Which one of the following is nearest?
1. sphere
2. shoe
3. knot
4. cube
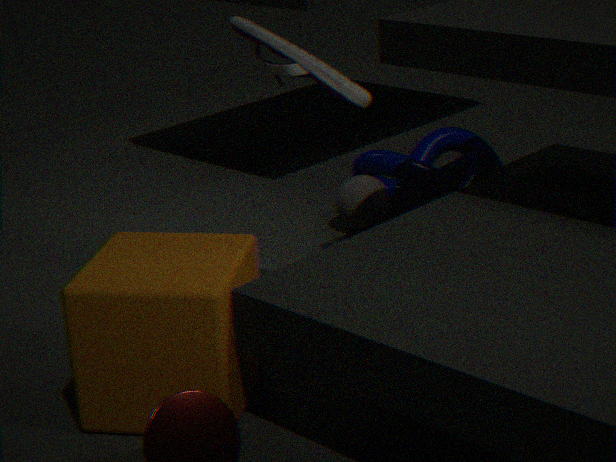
cube
